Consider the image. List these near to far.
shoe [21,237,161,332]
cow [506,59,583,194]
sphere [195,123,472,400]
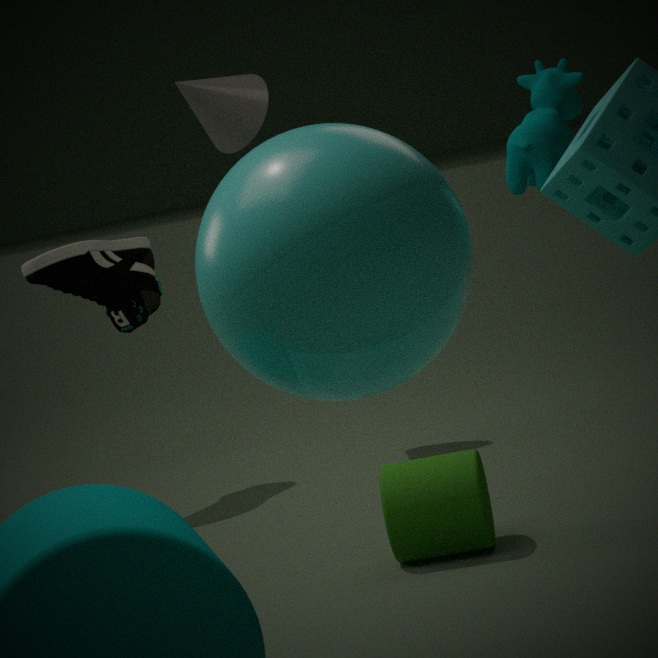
sphere [195,123,472,400]
cow [506,59,583,194]
shoe [21,237,161,332]
